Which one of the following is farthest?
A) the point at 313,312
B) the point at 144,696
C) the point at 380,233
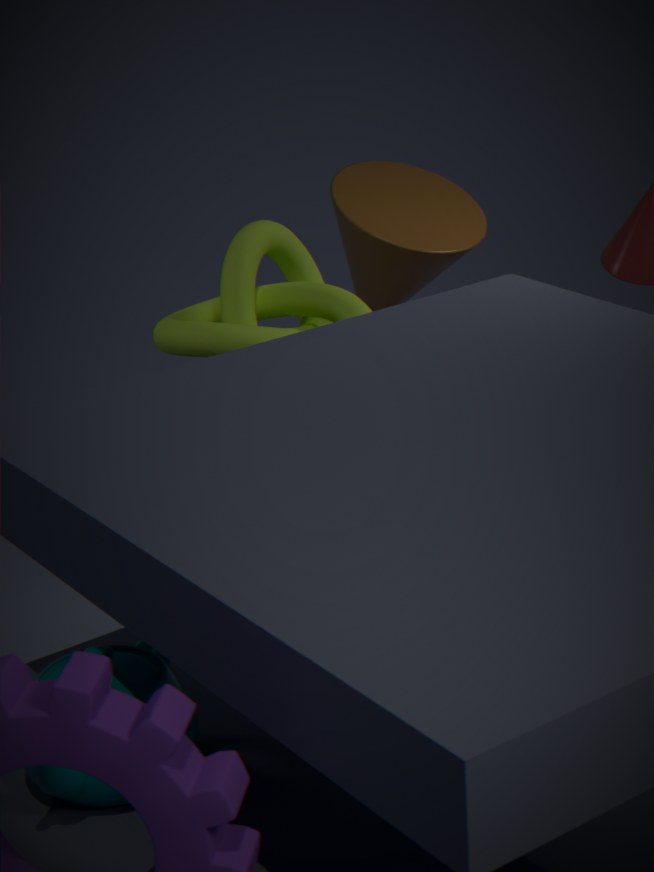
the point at 380,233
